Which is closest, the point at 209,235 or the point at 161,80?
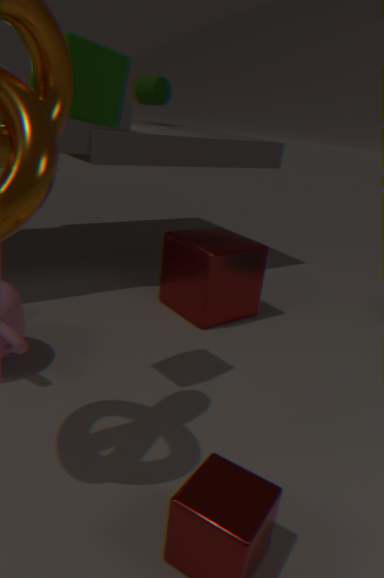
the point at 209,235
